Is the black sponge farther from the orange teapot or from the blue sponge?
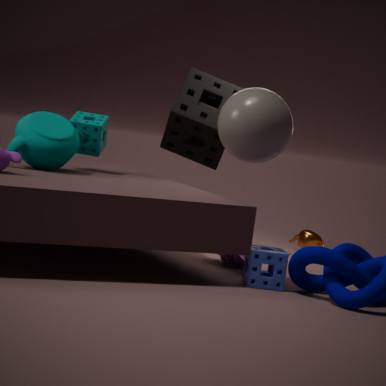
the blue sponge
